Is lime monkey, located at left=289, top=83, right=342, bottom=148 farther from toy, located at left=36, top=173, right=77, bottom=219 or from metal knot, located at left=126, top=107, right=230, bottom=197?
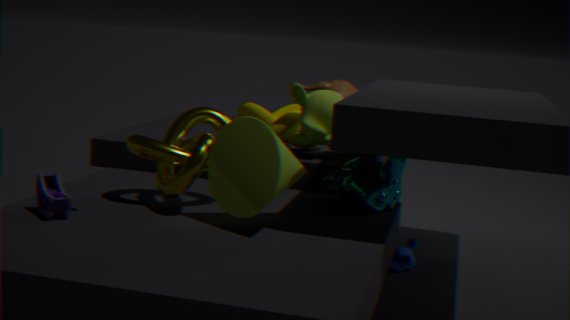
toy, located at left=36, top=173, right=77, bottom=219
